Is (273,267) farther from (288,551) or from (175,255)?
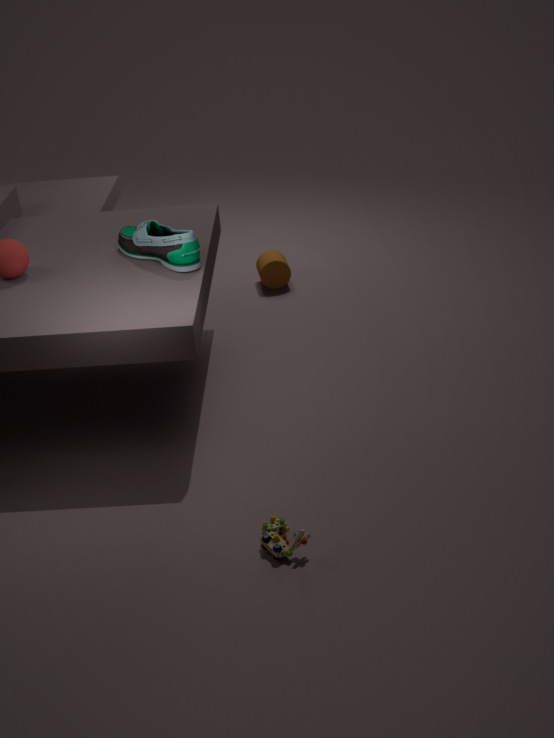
(288,551)
